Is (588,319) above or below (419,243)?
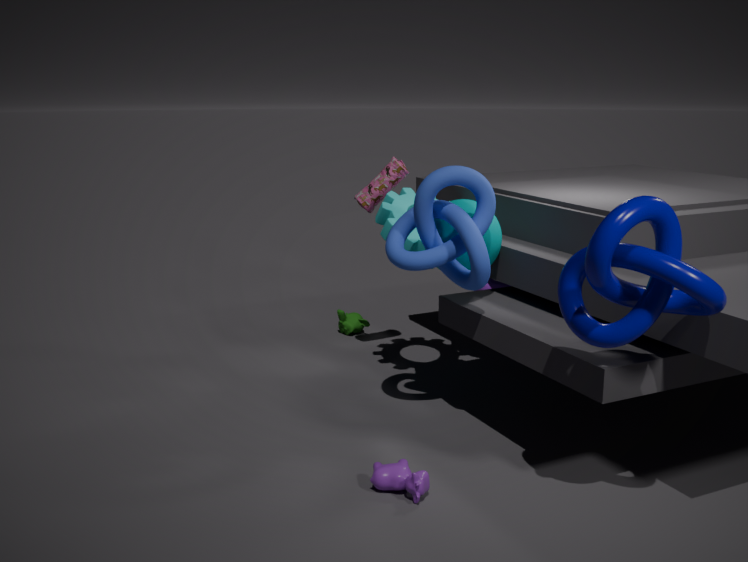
above
